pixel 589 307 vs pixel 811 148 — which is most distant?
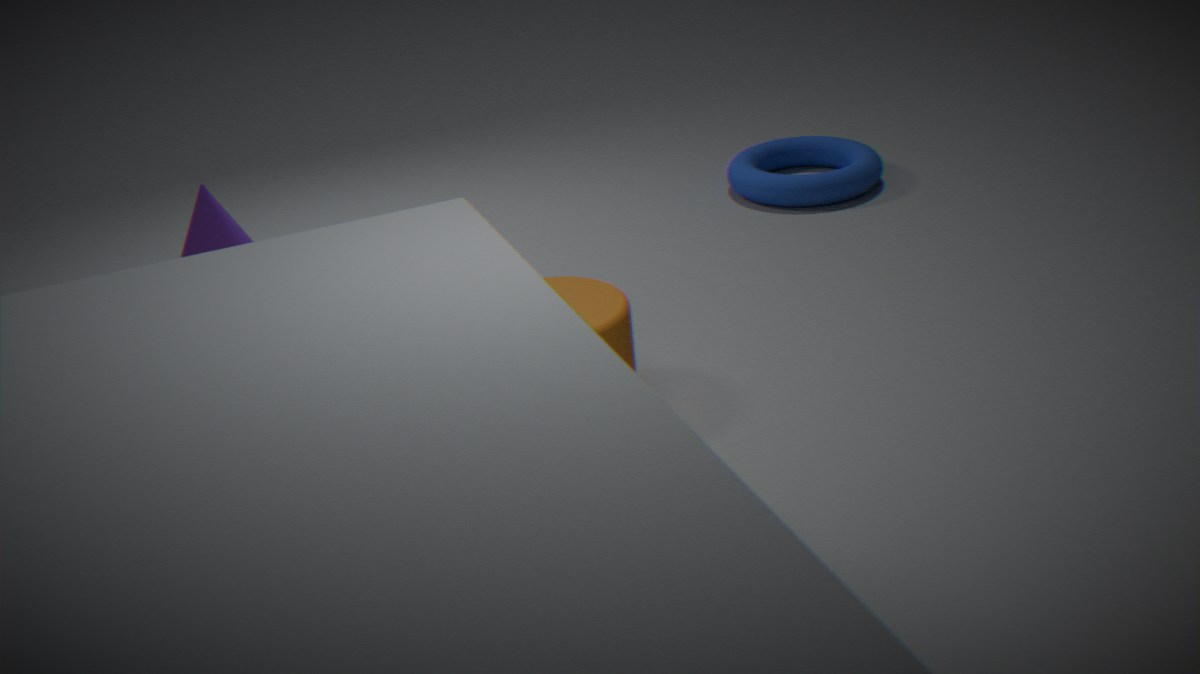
pixel 811 148
